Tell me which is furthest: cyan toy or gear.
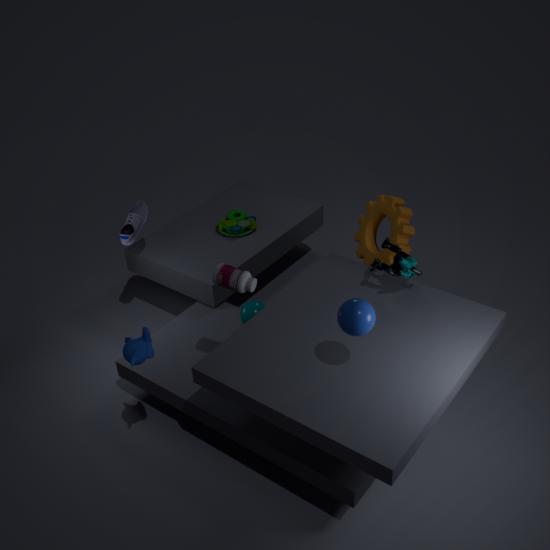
gear
